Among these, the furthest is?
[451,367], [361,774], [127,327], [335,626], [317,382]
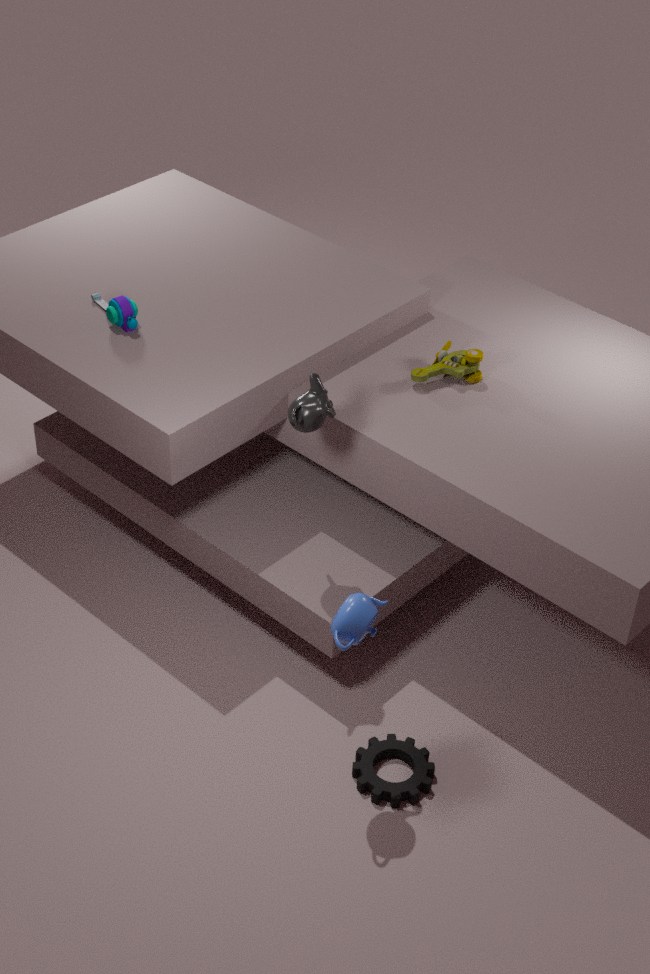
[127,327]
